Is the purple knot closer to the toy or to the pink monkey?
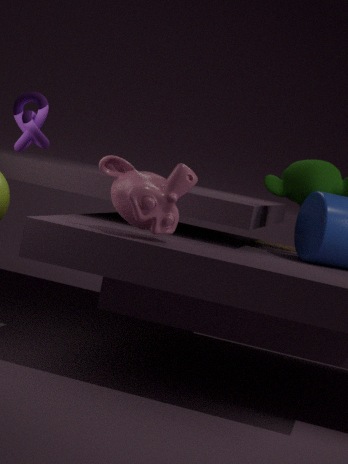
the pink monkey
